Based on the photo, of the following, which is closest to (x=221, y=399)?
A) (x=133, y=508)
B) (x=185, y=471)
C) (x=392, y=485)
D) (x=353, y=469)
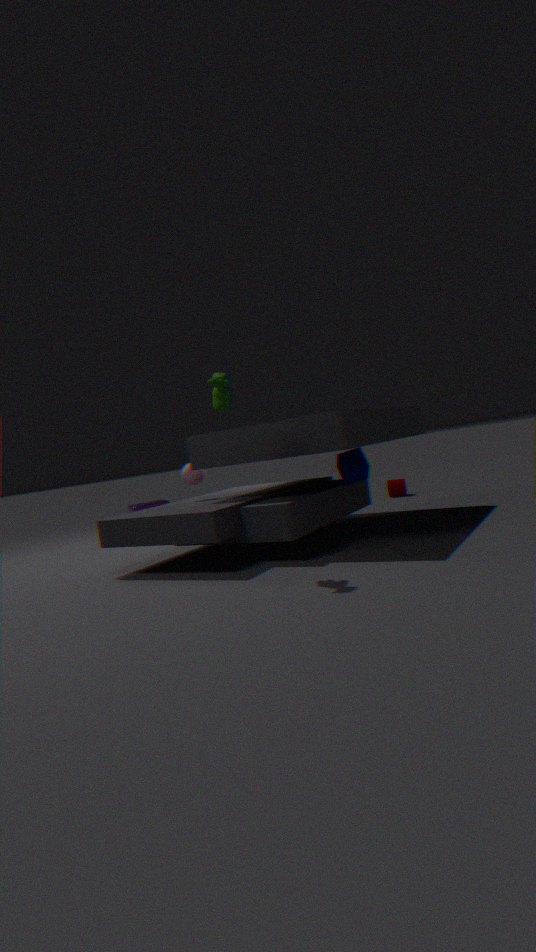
(x=185, y=471)
